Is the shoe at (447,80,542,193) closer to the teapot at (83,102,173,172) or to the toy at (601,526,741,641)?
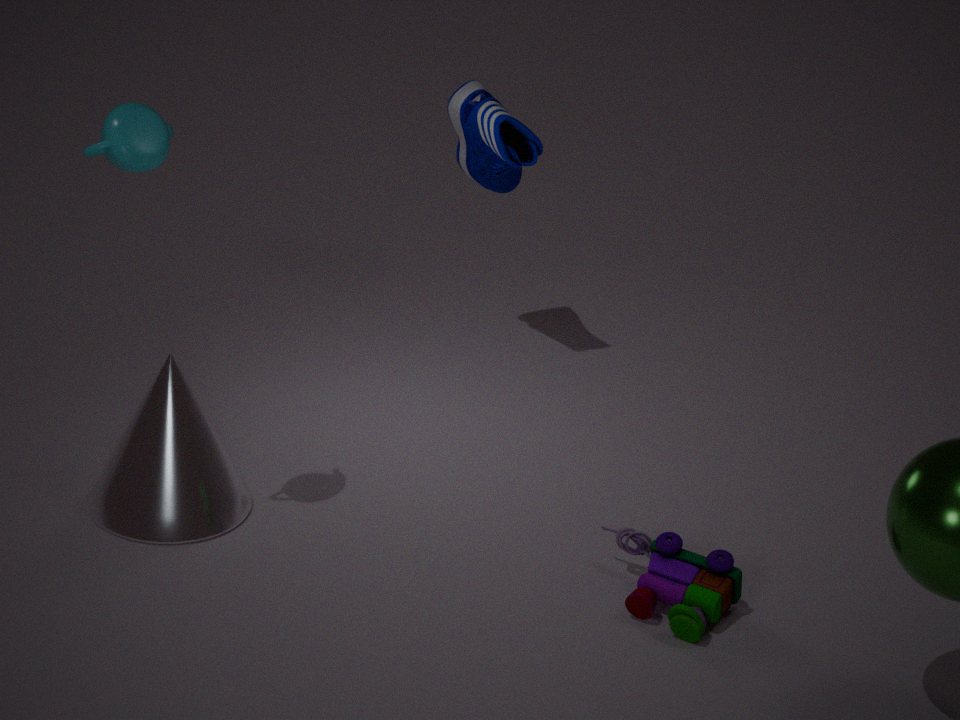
the toy at (601,526,741,641)
